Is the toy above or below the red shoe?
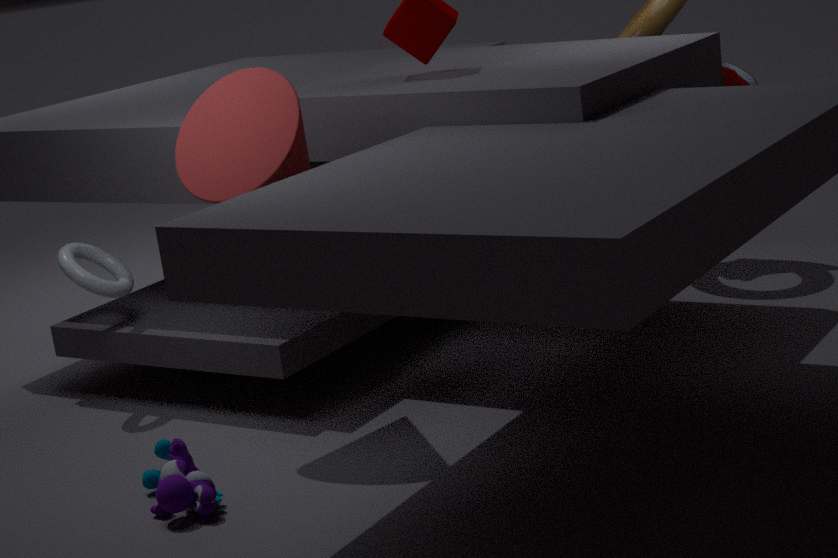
below
